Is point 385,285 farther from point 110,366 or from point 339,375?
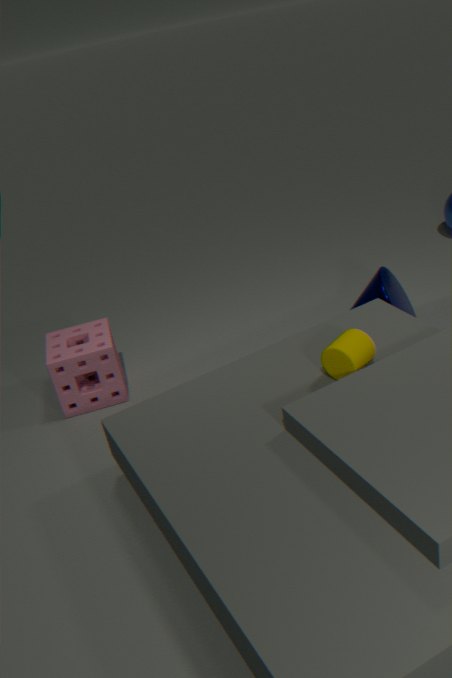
point 110,366
